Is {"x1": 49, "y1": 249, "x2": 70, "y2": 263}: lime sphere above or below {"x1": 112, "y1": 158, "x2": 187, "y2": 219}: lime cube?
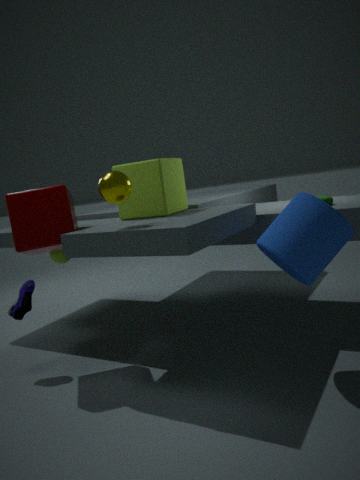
below
